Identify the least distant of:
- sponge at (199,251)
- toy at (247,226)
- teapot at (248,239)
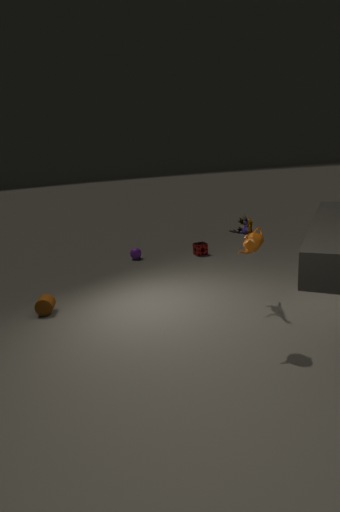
teapot at (248,239)
